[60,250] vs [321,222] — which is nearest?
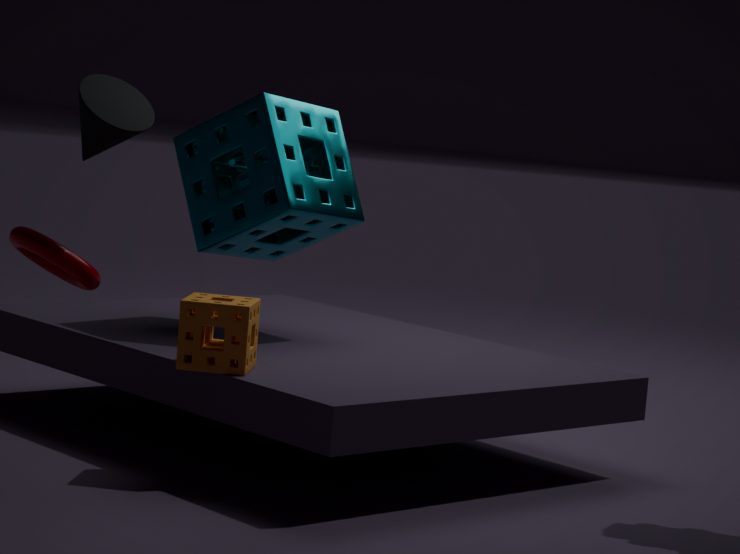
[60,250]
